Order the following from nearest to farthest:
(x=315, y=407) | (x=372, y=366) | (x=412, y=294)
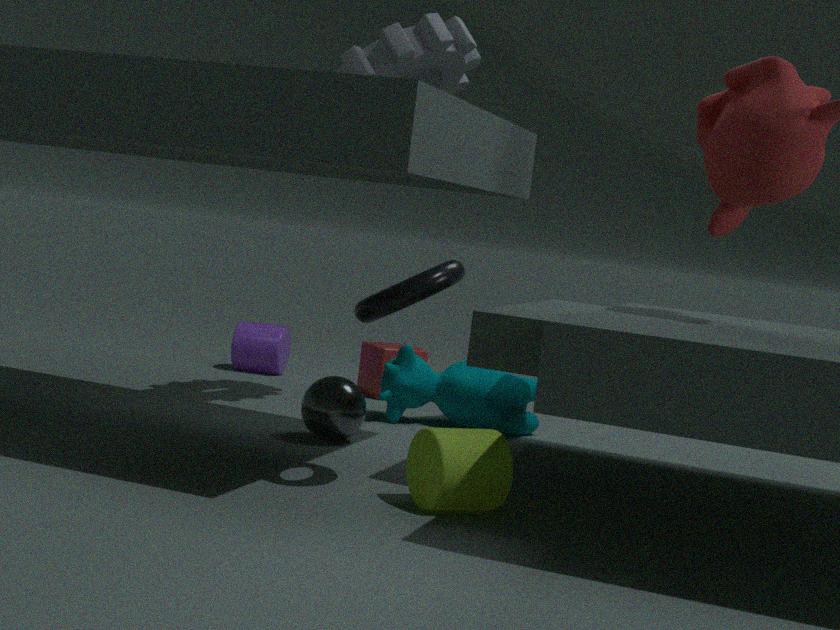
1. (x=412, y=294)
2. (x=315, y=407)
3. (x=372, y=366)
